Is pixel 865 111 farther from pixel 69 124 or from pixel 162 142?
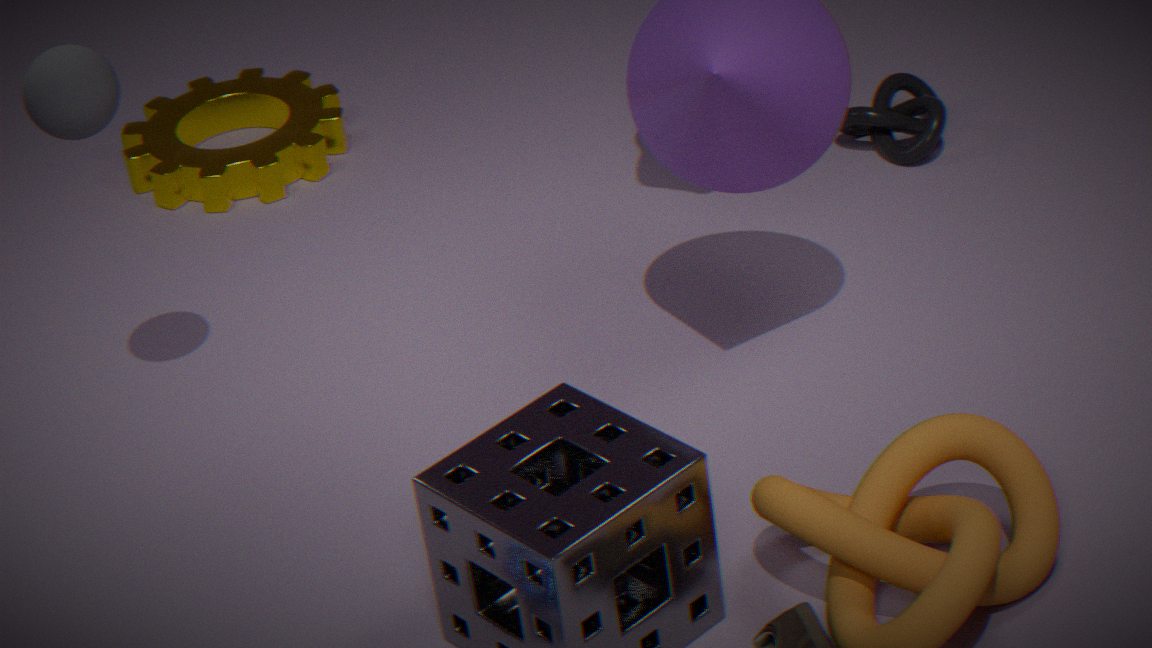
pixel 69 124
